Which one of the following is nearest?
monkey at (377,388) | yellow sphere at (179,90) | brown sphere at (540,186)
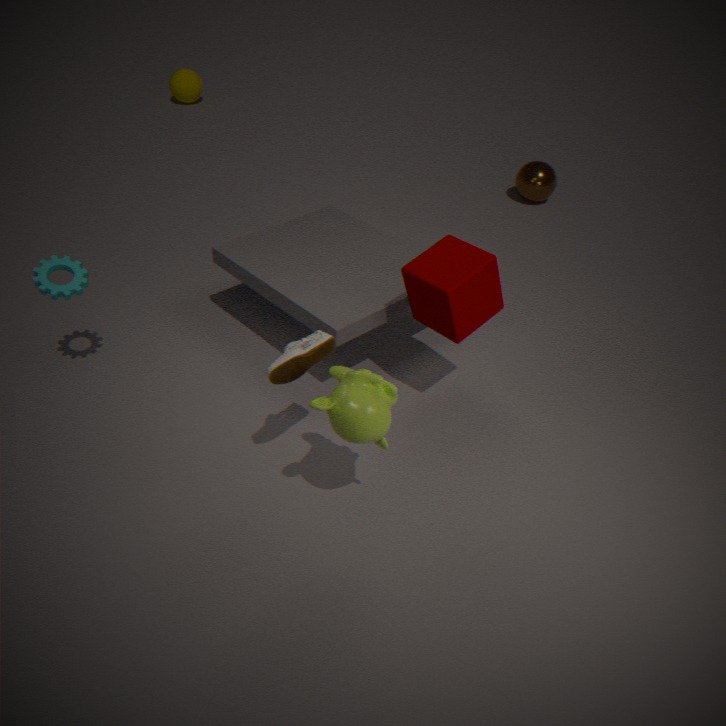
monkey at (377,388)
